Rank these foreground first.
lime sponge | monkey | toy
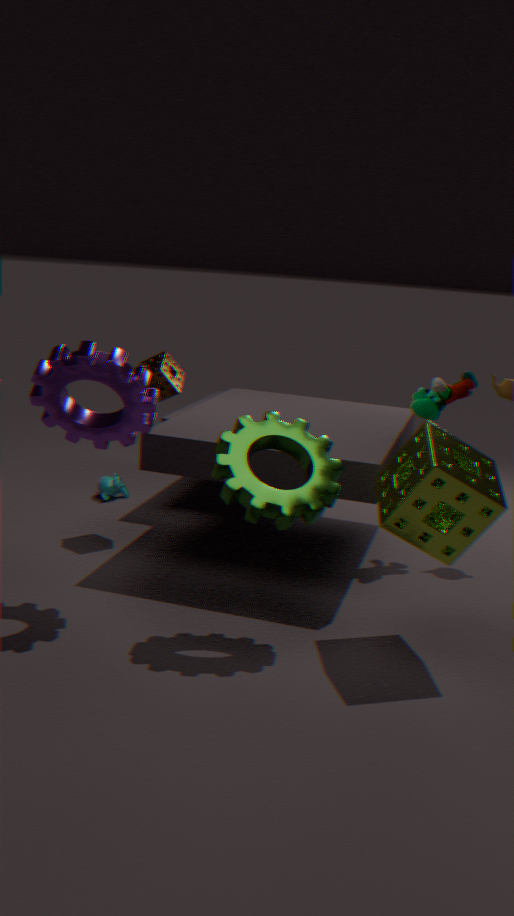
lime sponge
toy
monkey
